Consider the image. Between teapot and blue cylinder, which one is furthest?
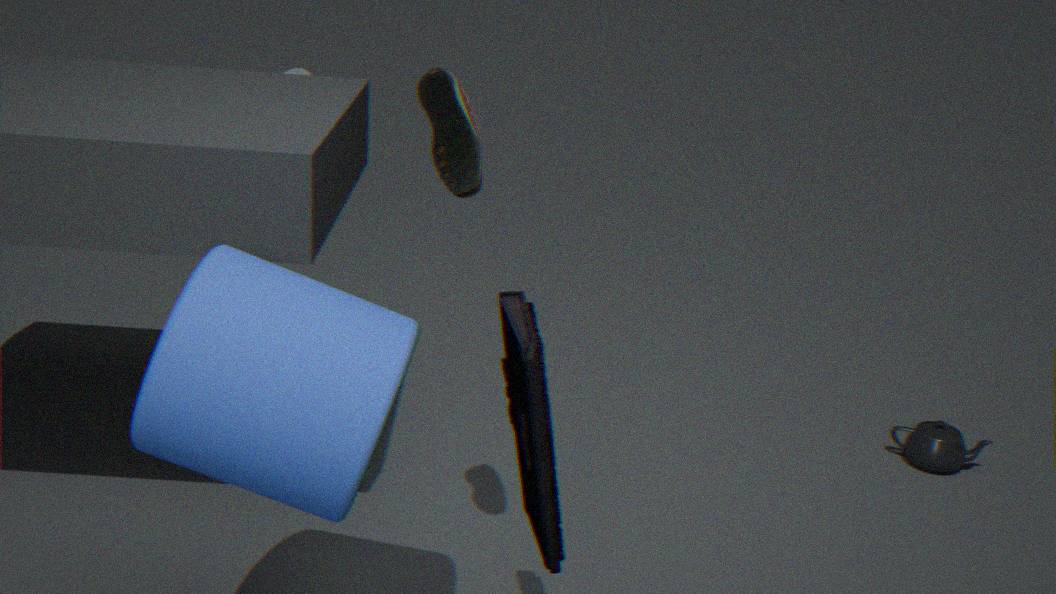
teapot
